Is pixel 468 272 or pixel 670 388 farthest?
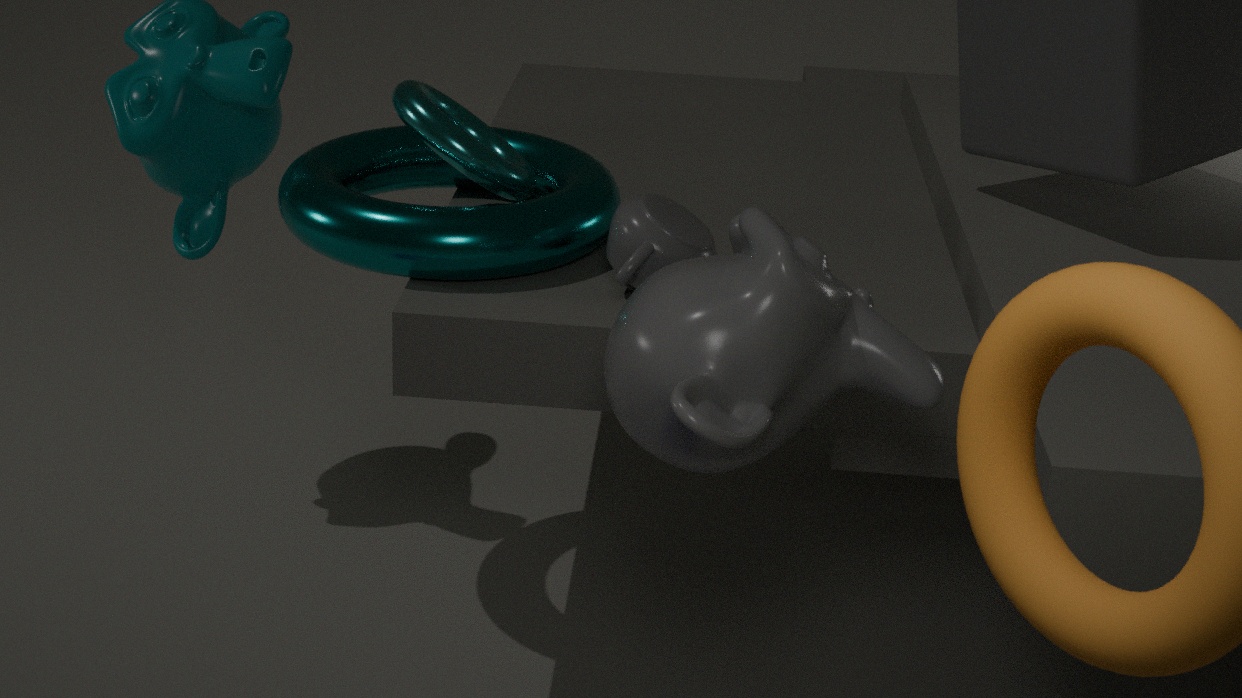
pixel 468 272
